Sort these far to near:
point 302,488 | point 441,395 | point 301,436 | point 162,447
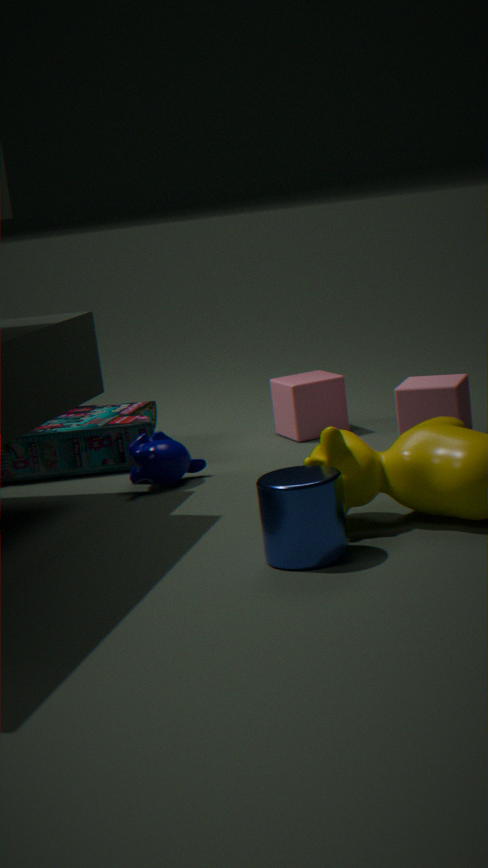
point 301,436, point 441,395, point 162,447, point 302,488
